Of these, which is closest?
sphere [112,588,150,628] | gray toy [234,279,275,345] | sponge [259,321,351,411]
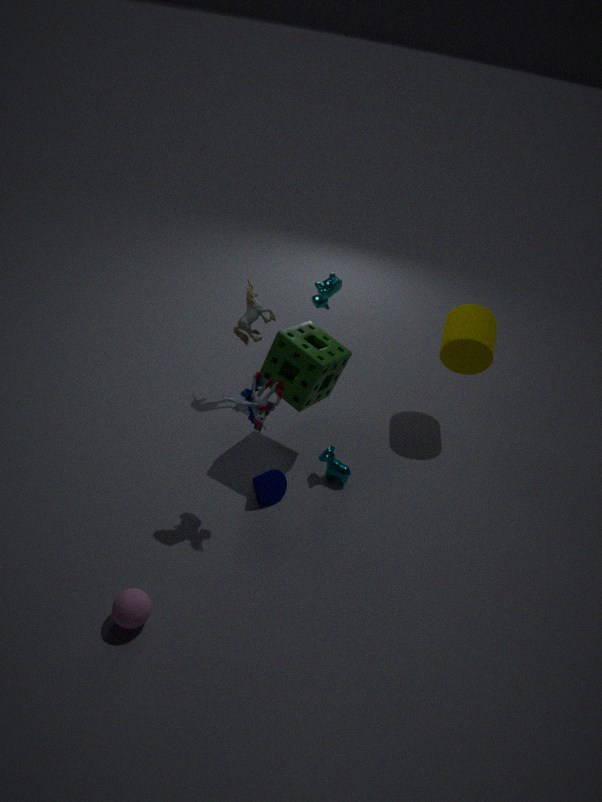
sphere [112,588,150,628]
